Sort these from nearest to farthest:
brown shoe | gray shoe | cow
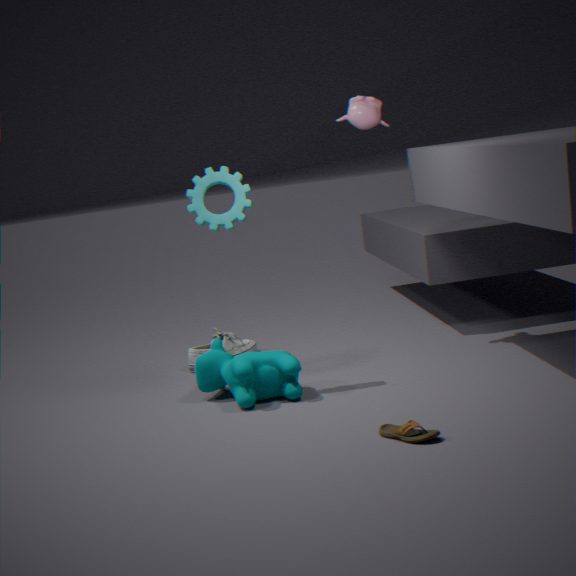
brown shoe
cow
gray shoe
